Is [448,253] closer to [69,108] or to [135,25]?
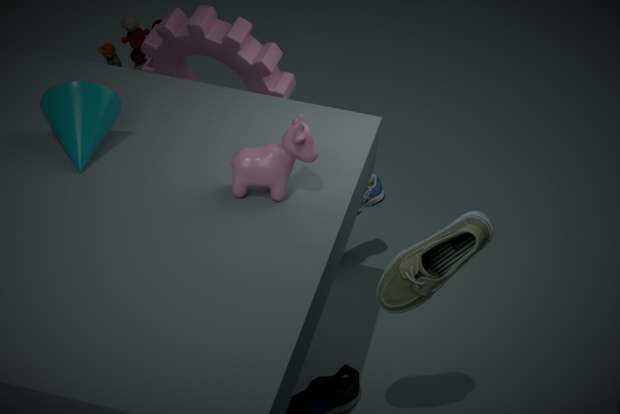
[69,108]
